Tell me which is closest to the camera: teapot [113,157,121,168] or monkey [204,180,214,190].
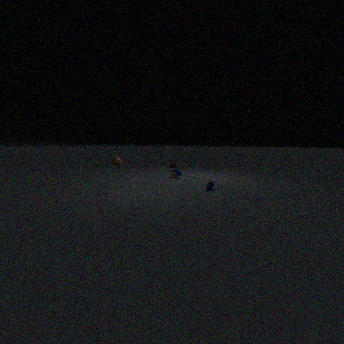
teapot [113,157,121,168]
